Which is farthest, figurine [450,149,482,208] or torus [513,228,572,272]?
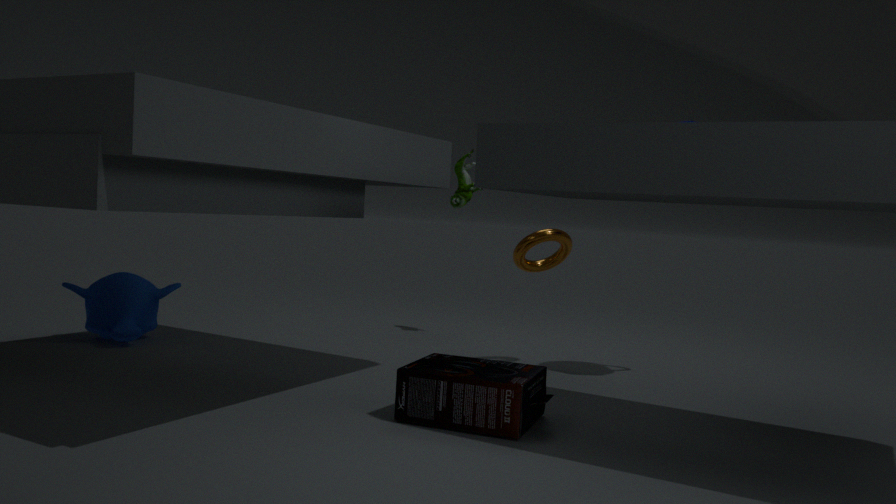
figurine [450,149,482,208]
